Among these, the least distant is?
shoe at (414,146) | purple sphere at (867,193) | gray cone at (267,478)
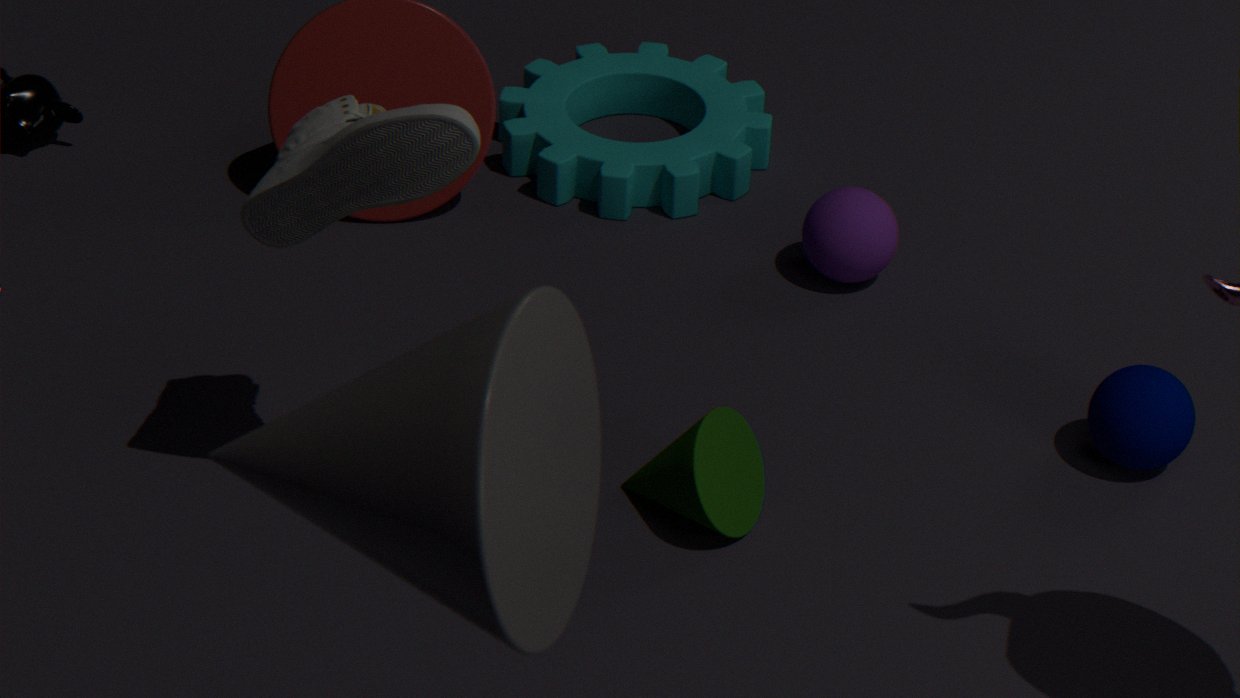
gray cone at (267,478)
